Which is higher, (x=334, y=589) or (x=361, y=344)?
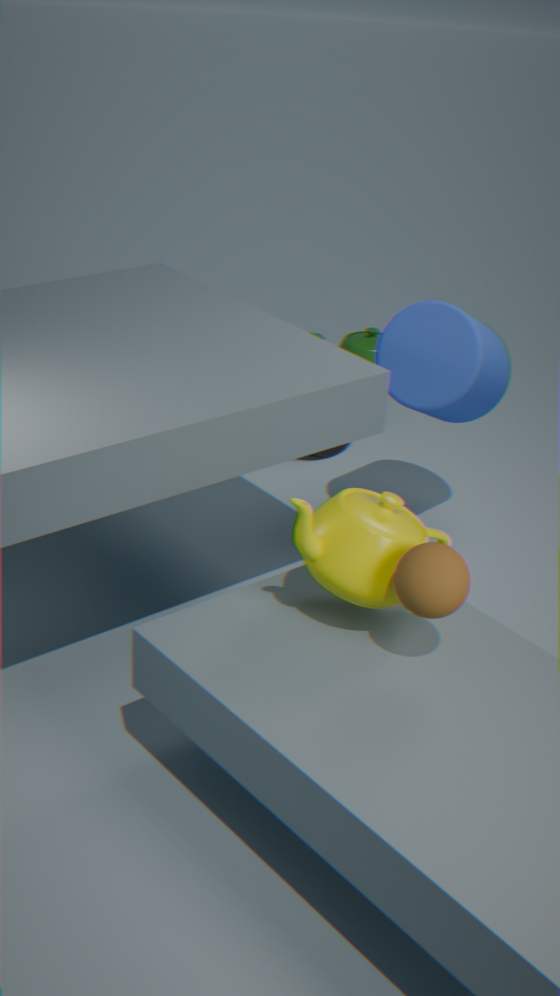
(x=334, y=589)
